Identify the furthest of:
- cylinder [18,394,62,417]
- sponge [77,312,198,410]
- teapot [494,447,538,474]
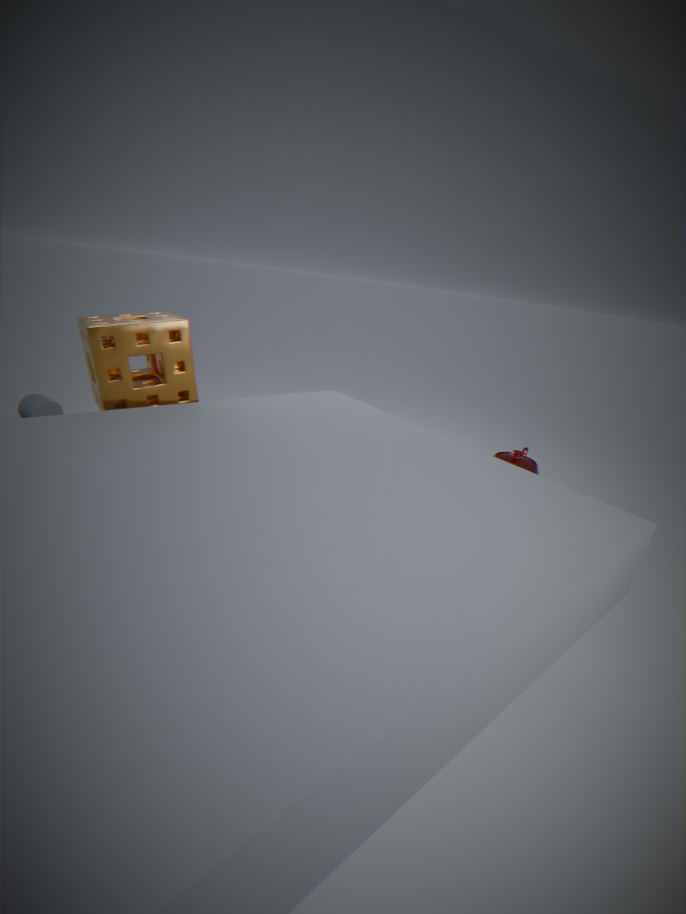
cylinder [18,394,62,417]
